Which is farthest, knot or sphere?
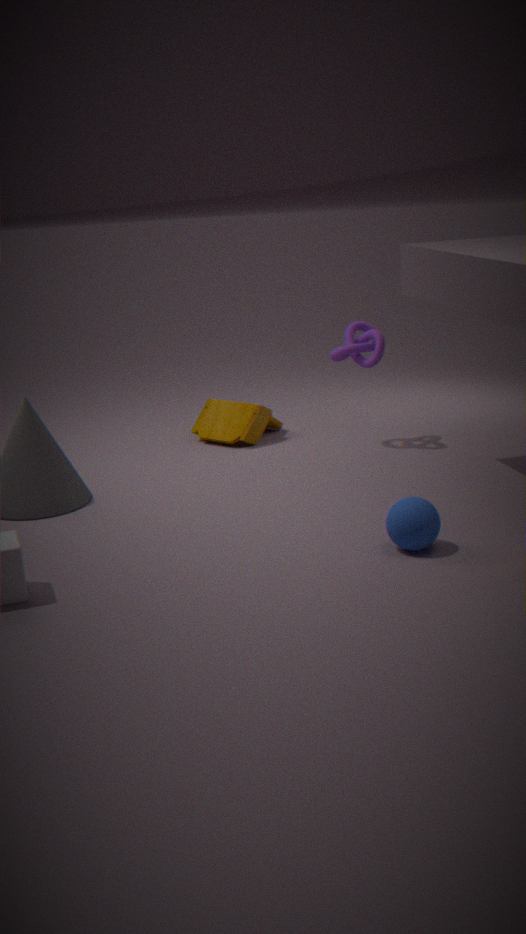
knot
